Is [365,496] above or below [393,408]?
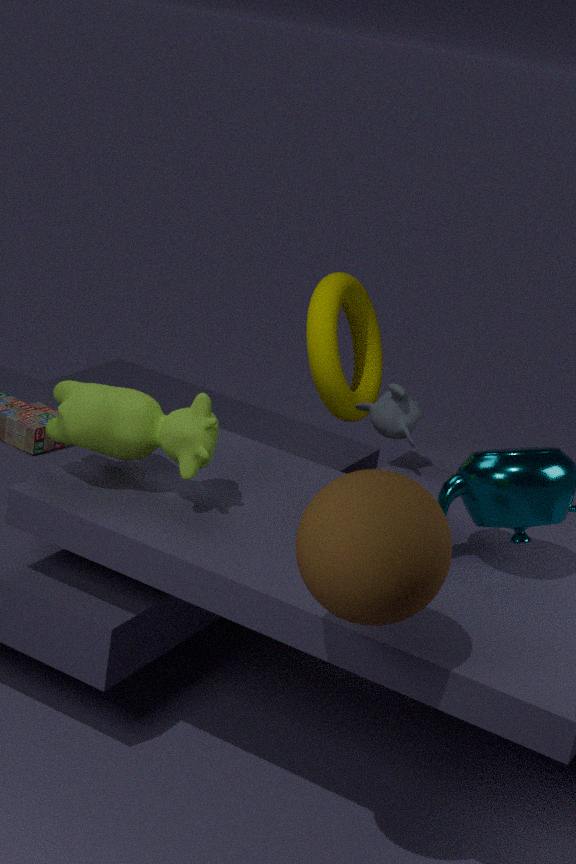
above
